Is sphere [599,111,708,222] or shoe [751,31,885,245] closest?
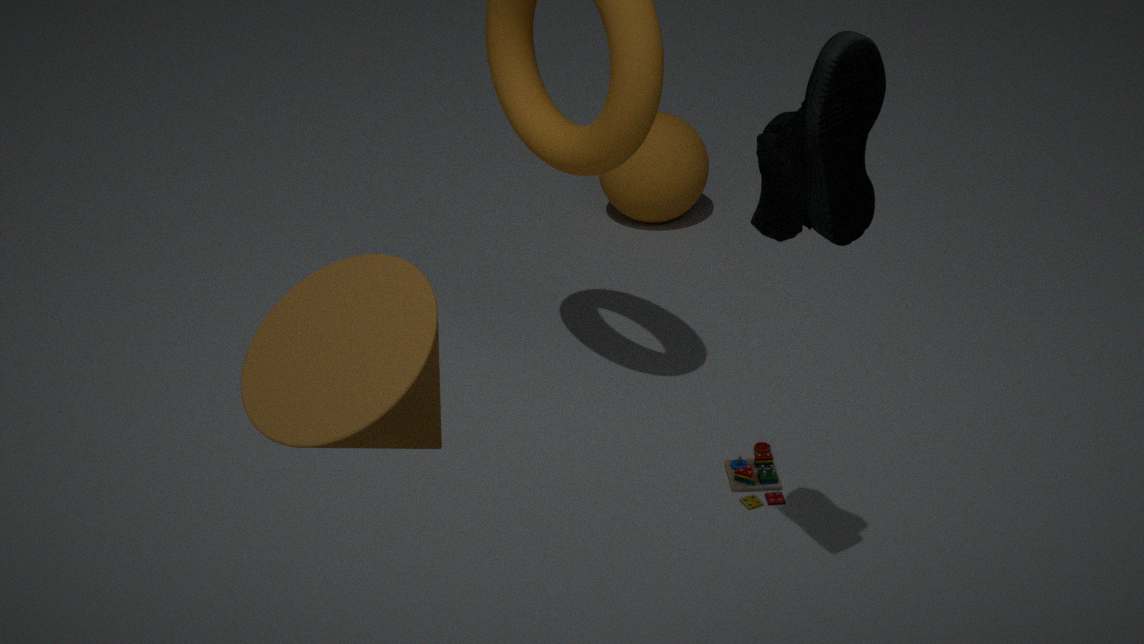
shoe [751,31,885,245]
